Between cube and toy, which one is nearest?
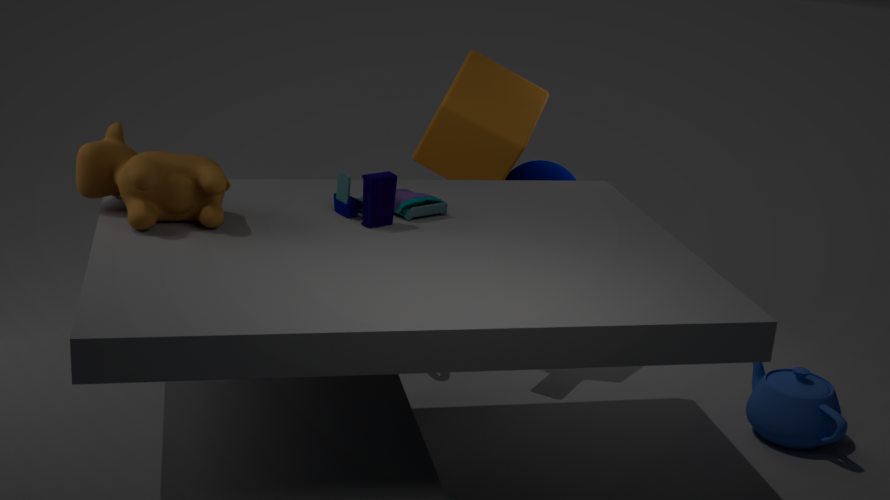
toy
